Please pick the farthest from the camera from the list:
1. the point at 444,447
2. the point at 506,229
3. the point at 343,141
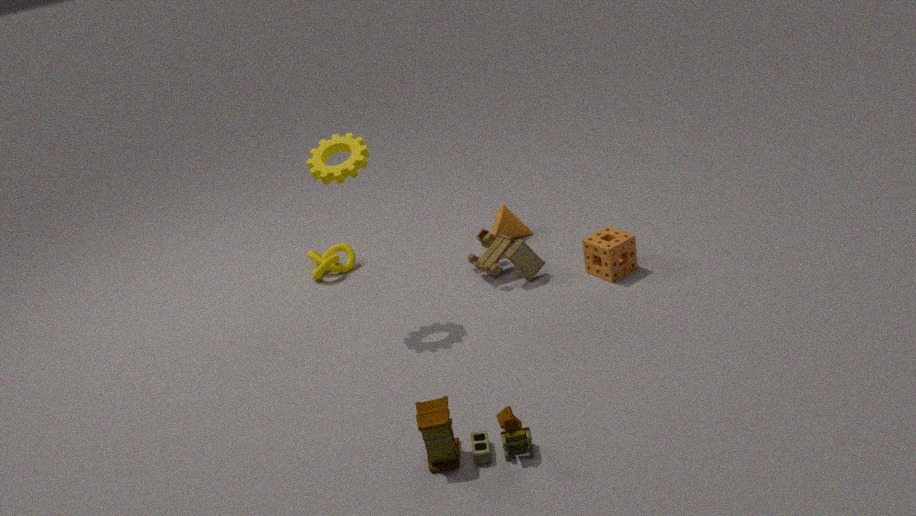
the point at 506,229
